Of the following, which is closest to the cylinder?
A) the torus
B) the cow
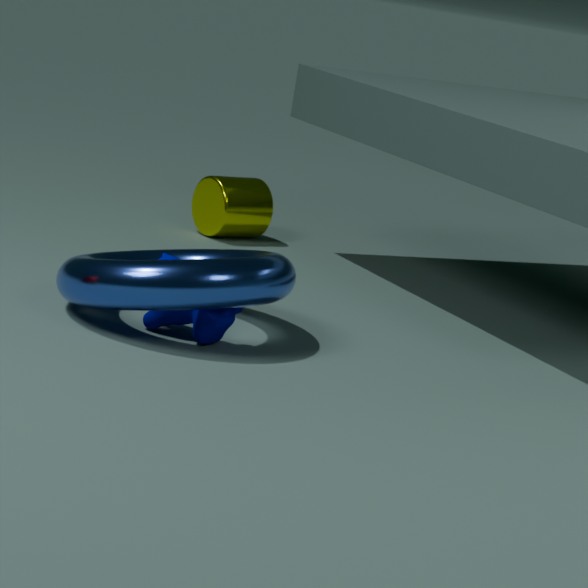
the torus
